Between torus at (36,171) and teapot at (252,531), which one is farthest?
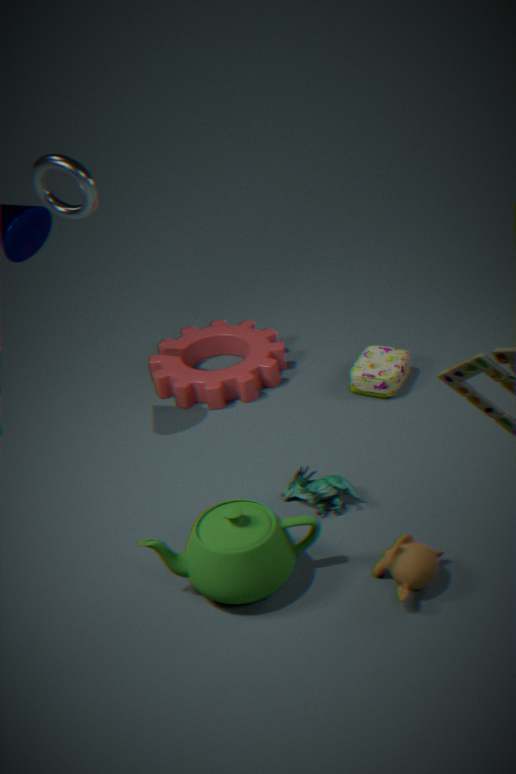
torus at (36,171)
